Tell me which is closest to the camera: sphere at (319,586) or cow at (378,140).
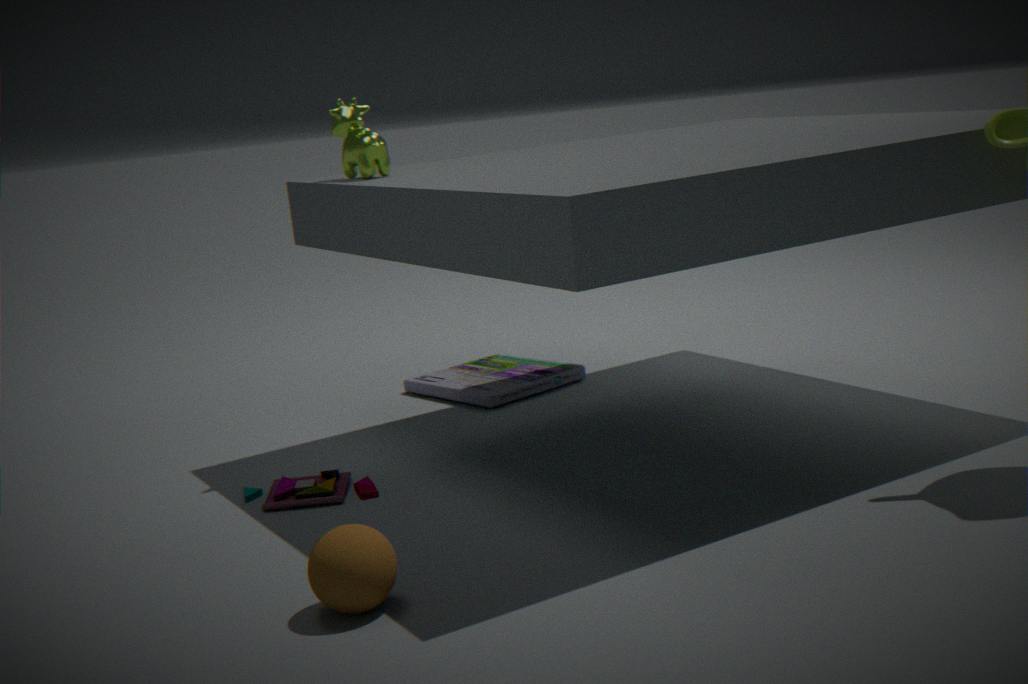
sphere at (319,586)
